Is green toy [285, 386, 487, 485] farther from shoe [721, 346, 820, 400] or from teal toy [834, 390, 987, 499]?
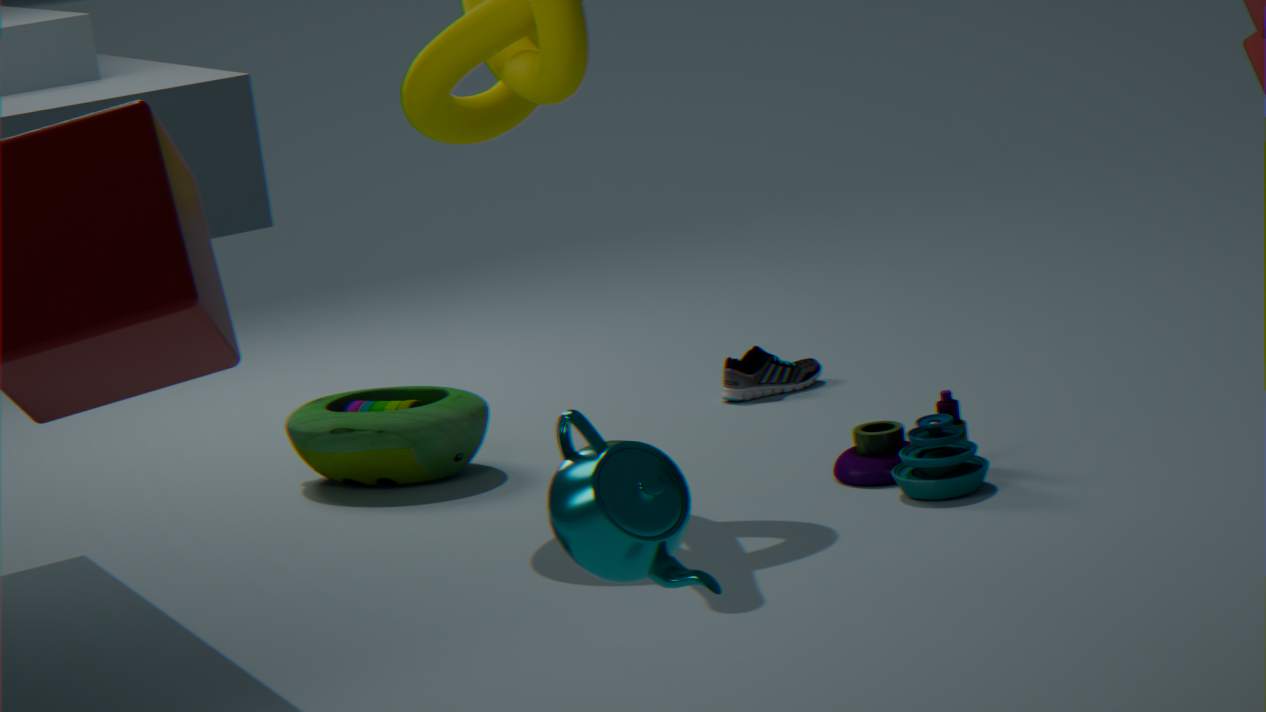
teal toy [834, 390, 987, 499]
